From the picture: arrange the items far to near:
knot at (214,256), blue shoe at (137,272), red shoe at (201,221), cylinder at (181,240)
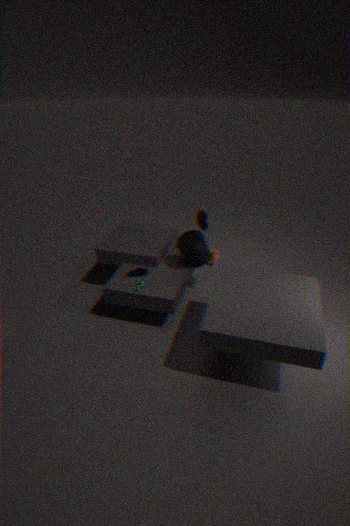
knot at (214,256), red shoe at (201,221), blue shoe at (137,272), cylinder at (181,240)
